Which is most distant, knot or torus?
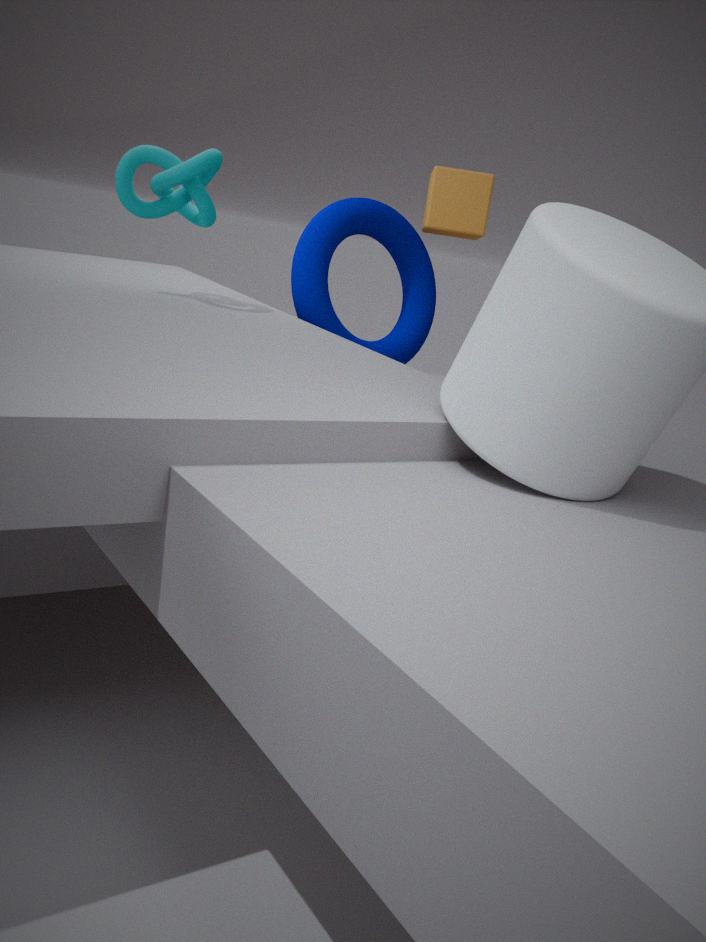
torus
